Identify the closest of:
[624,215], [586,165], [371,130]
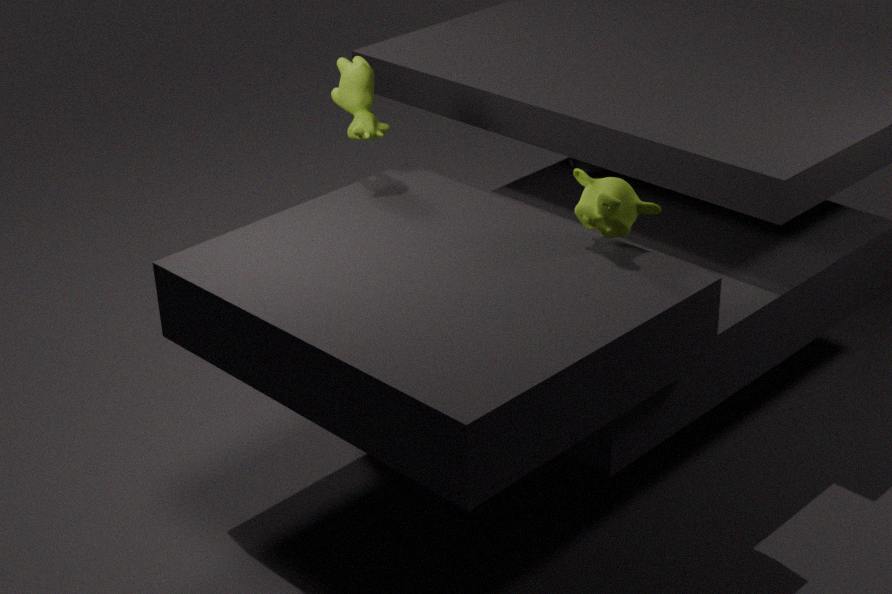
[624,215]
